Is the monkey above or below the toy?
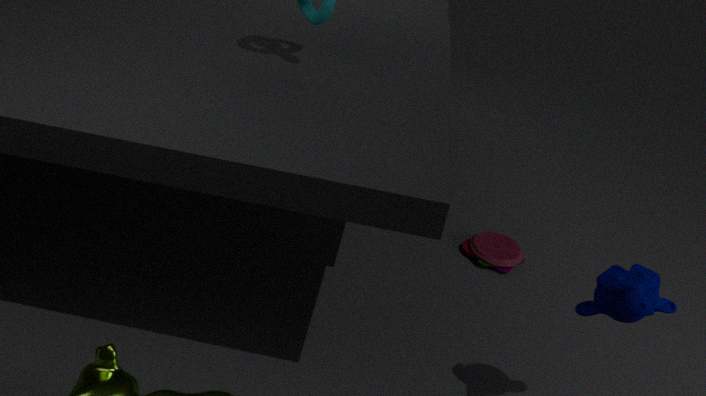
above
